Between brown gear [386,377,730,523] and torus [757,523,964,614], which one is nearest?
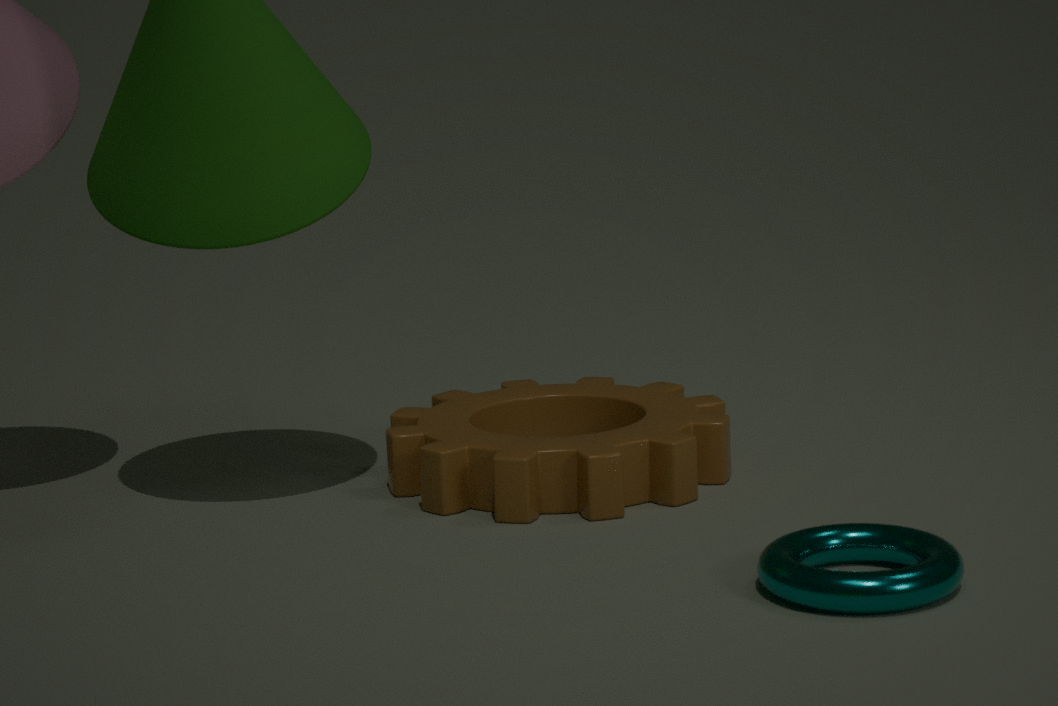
torus [757,523,964,614]
